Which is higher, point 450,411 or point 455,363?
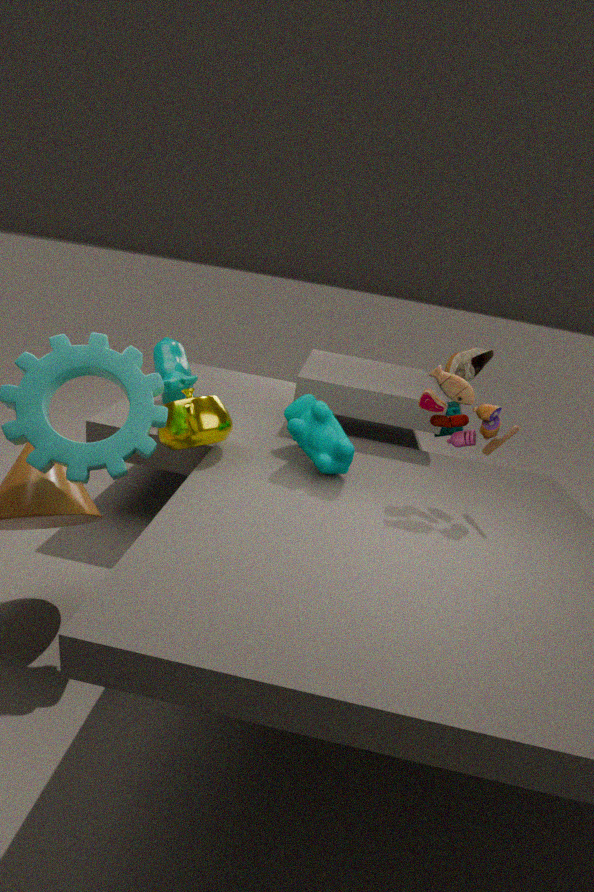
point 455,363
